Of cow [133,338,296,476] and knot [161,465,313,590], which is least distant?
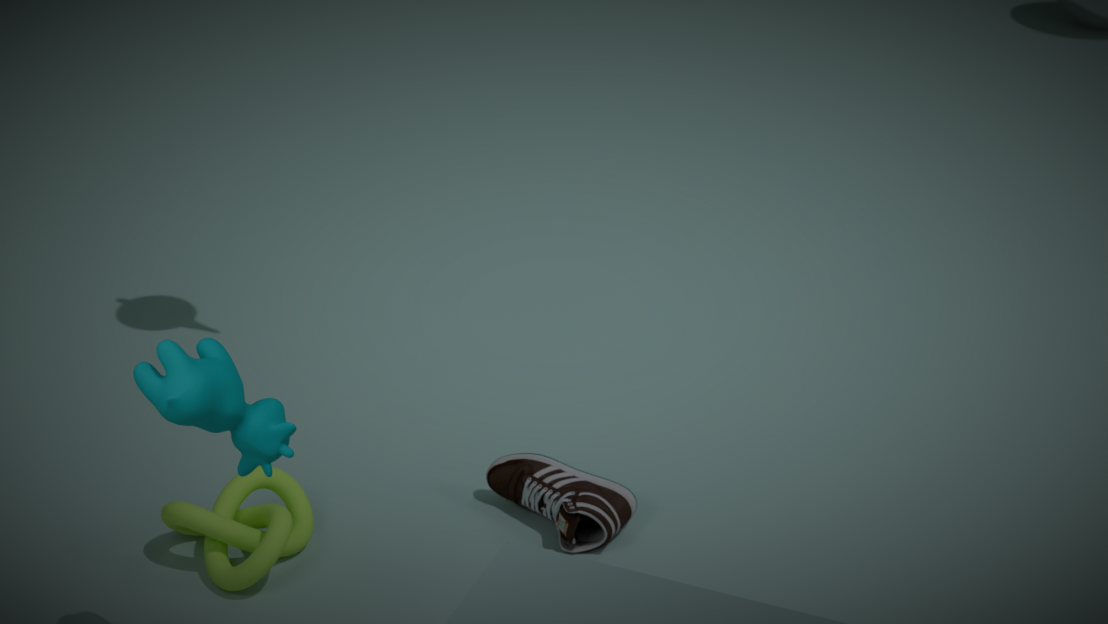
cow [133,338,296,476]
